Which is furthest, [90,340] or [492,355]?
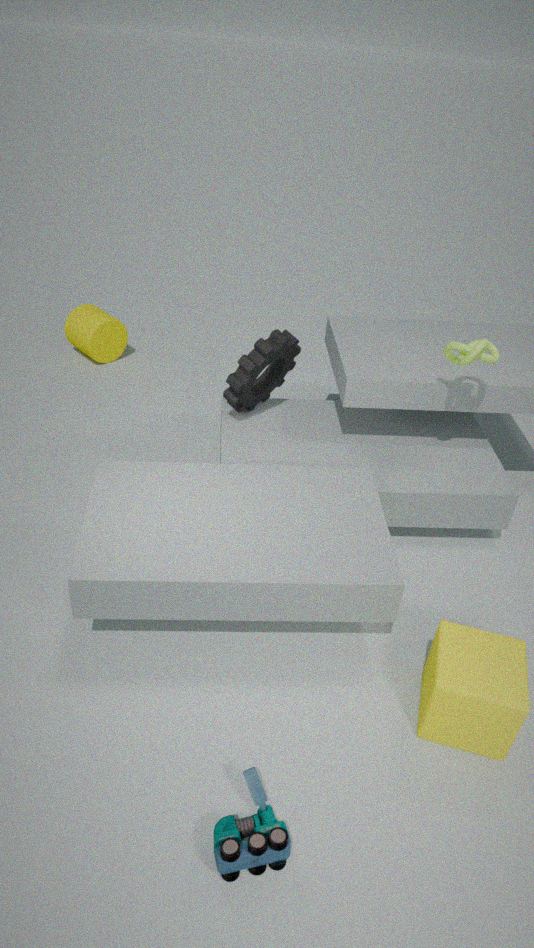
[90,340]
